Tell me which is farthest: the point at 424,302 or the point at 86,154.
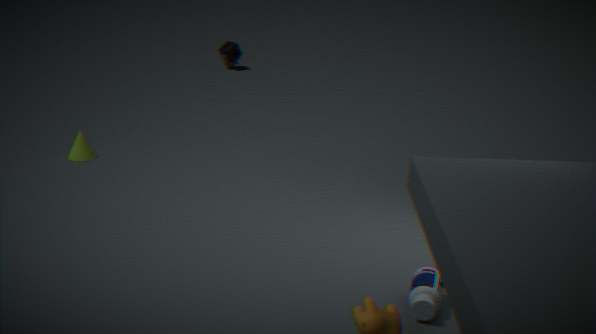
the point at 86,154
